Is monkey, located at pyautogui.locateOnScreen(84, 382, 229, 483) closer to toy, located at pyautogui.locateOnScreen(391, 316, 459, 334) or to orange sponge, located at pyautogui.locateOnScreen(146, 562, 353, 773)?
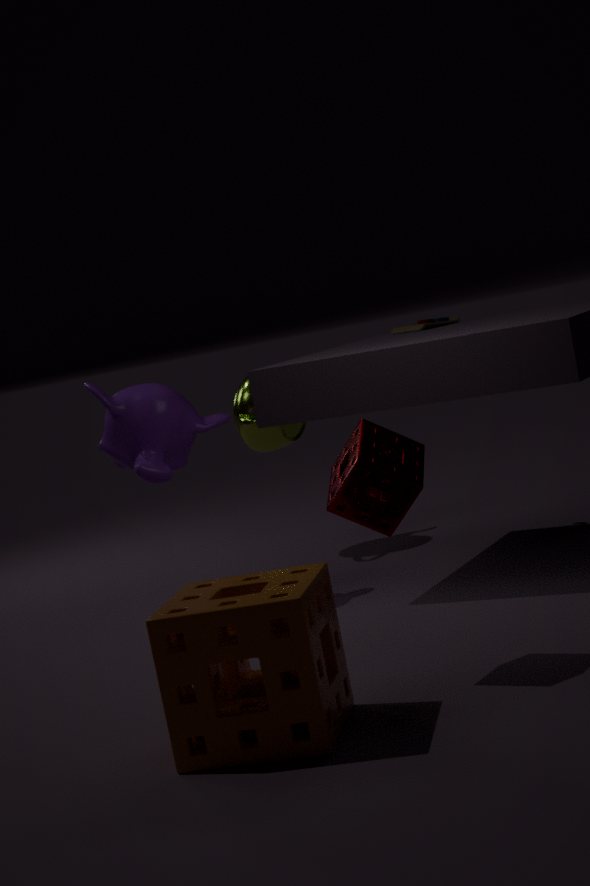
toy, located at pyautogui.locateOnScreen(391, 316, 459, 334)
